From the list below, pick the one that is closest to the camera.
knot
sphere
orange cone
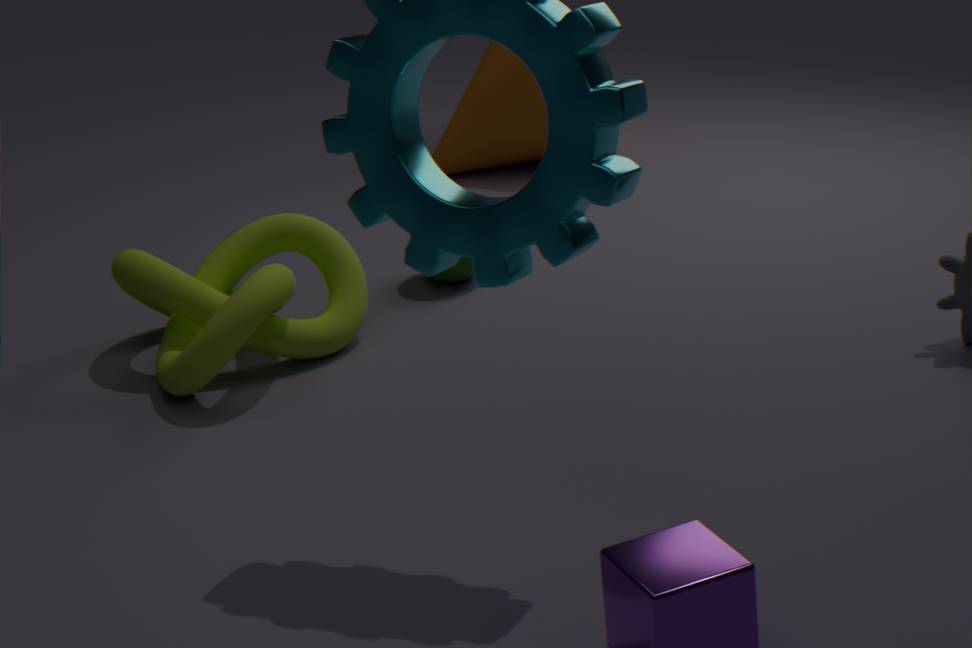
knot
